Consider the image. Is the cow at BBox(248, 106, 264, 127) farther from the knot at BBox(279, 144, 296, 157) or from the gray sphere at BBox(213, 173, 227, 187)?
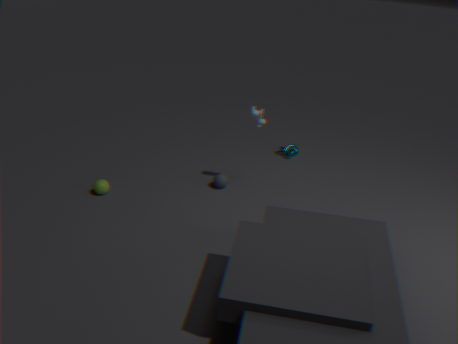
the knot at BBox(279, 144, 296, 157)
